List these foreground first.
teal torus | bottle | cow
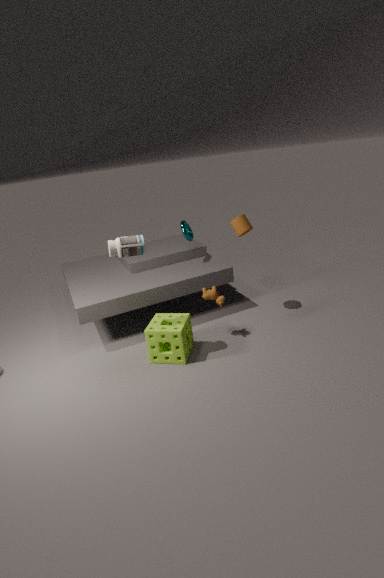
1. bottle
2. cow
3. teal torus
